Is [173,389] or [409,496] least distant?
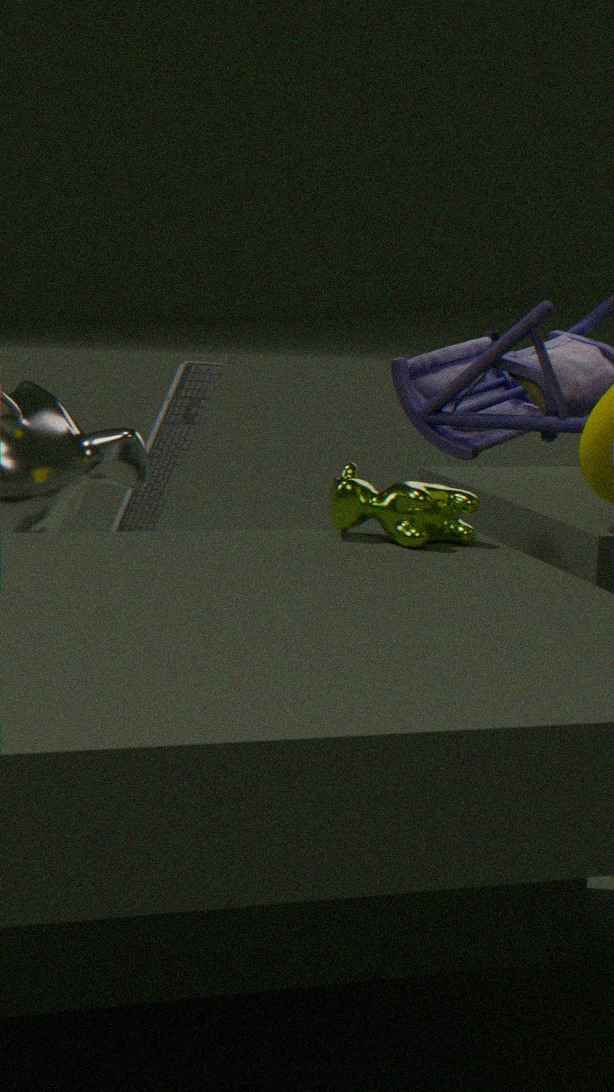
[409,496]
